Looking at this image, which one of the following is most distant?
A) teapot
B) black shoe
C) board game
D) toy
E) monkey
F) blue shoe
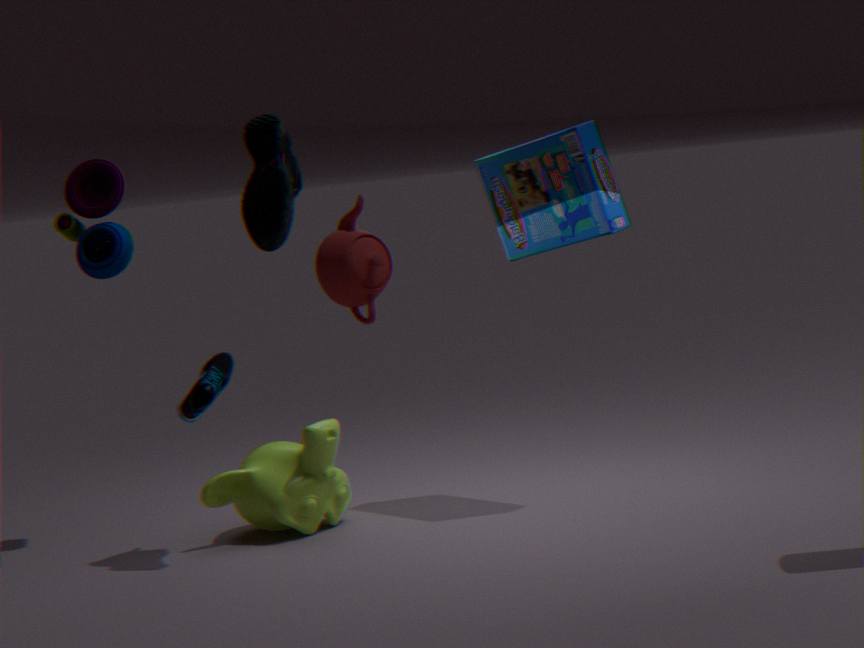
toy
